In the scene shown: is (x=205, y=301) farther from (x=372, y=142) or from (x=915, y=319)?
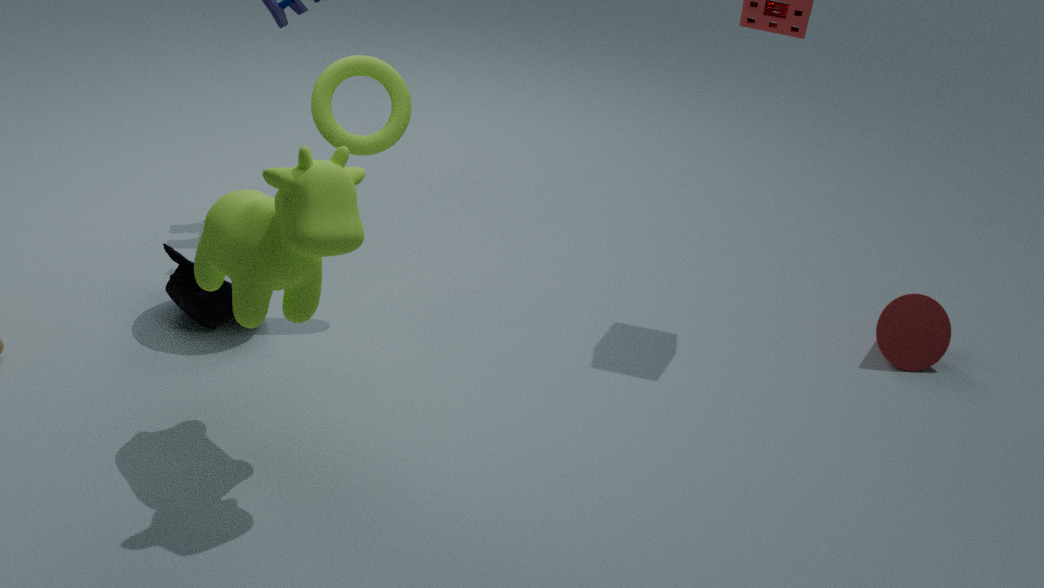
(x=915, y=319)
